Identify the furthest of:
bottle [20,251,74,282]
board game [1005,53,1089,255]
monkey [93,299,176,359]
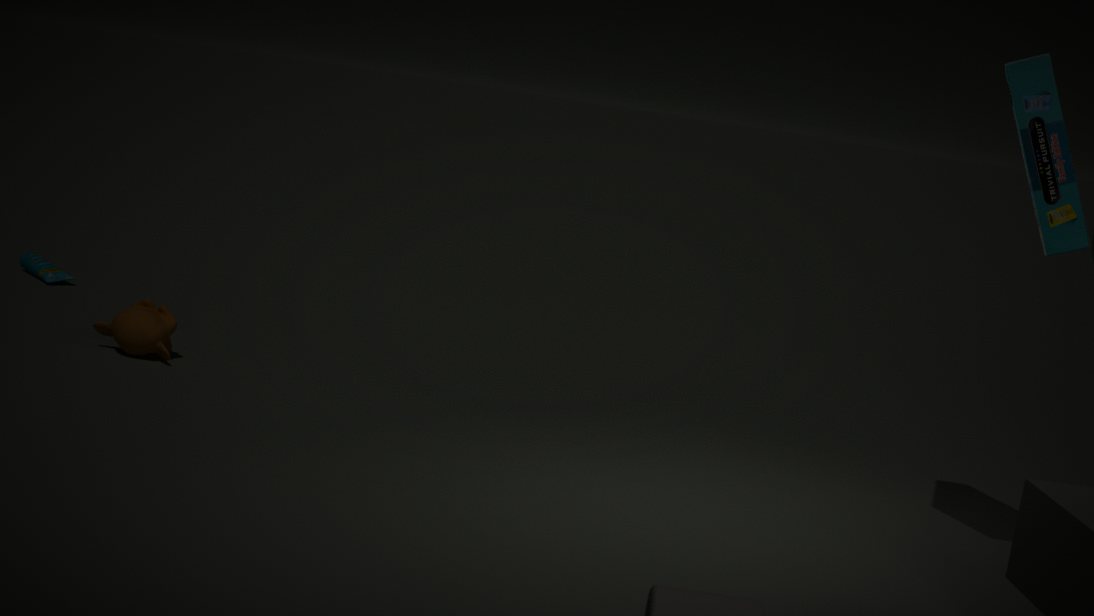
bottle [20,251,74,282]
